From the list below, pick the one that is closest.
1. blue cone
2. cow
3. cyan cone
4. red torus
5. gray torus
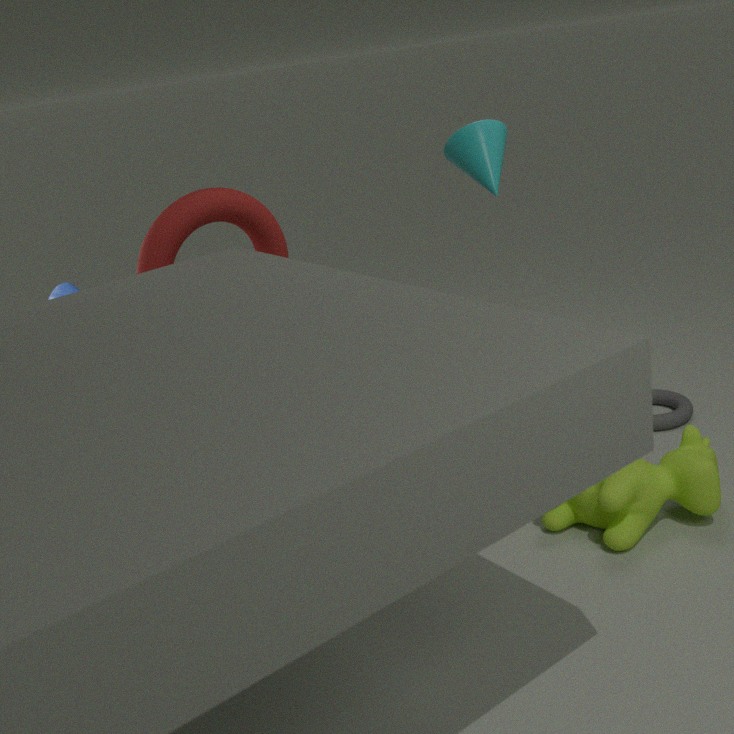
cow
